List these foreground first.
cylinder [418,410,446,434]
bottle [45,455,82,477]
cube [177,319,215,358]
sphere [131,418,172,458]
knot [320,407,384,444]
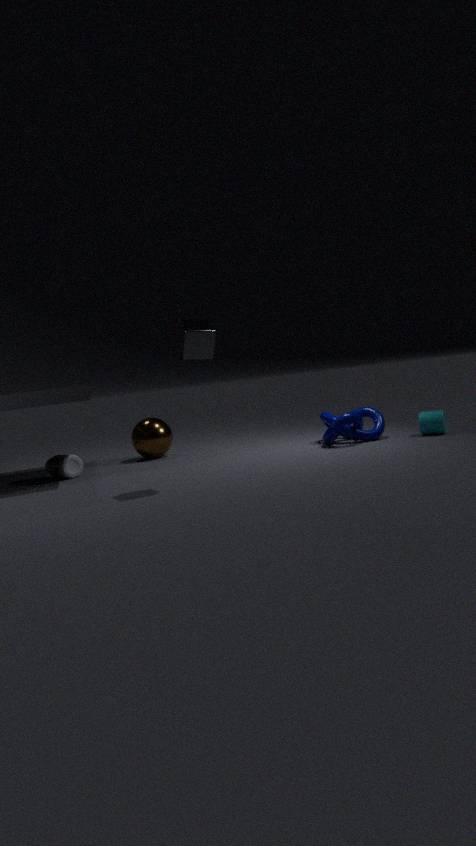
cube [177,319,215,358], cylinder [418,410,446,434], knot [320,407,384,444], bottle [45,455,82,477], sphere [131,418,172,458]
